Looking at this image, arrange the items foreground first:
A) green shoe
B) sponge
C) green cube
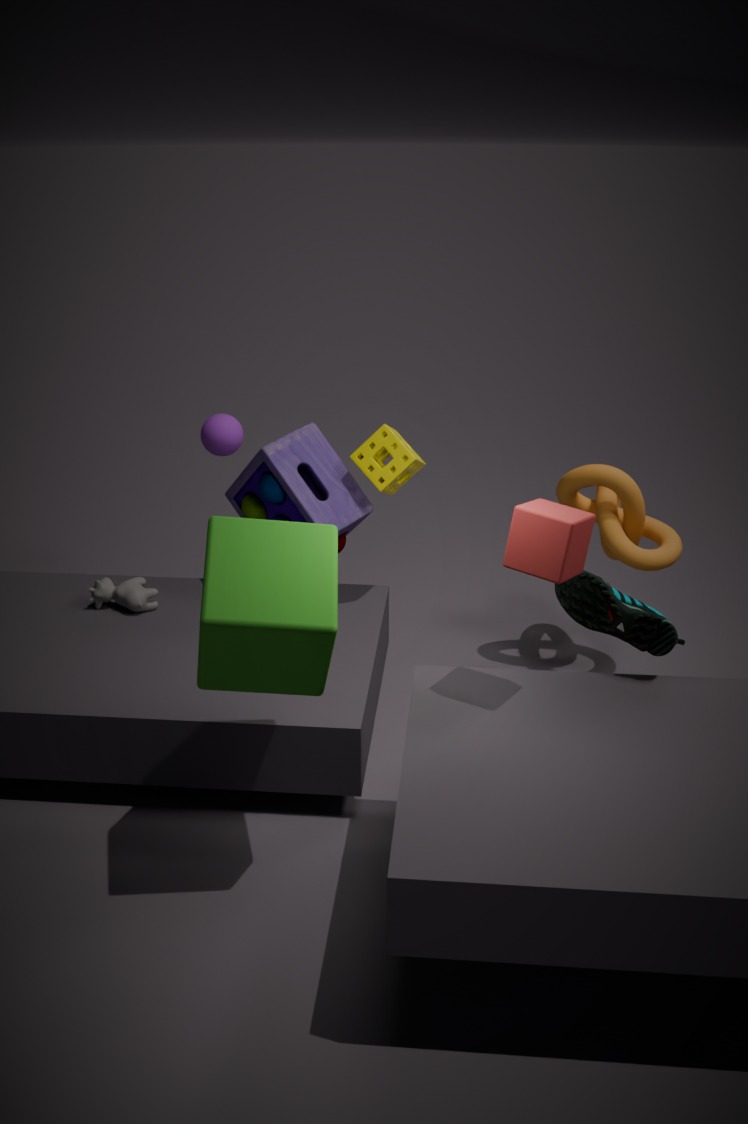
1. green cube
2. green shoe
3. sponge
